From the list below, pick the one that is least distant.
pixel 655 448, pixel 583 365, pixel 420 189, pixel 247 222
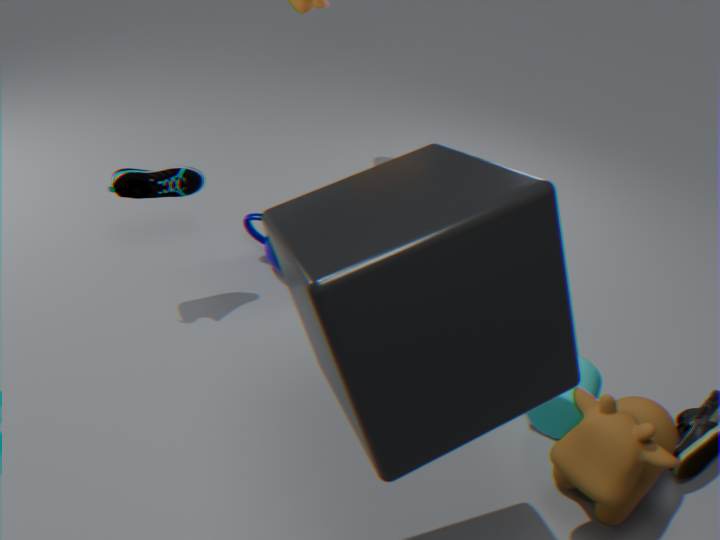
pixel 420 189
